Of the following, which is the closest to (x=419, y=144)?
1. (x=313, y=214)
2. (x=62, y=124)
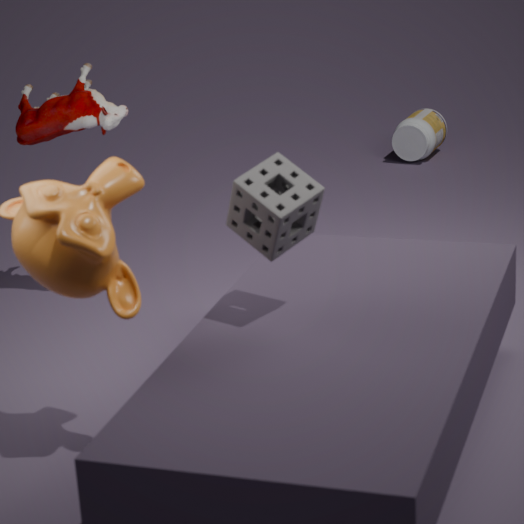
(x=62, y=124)
